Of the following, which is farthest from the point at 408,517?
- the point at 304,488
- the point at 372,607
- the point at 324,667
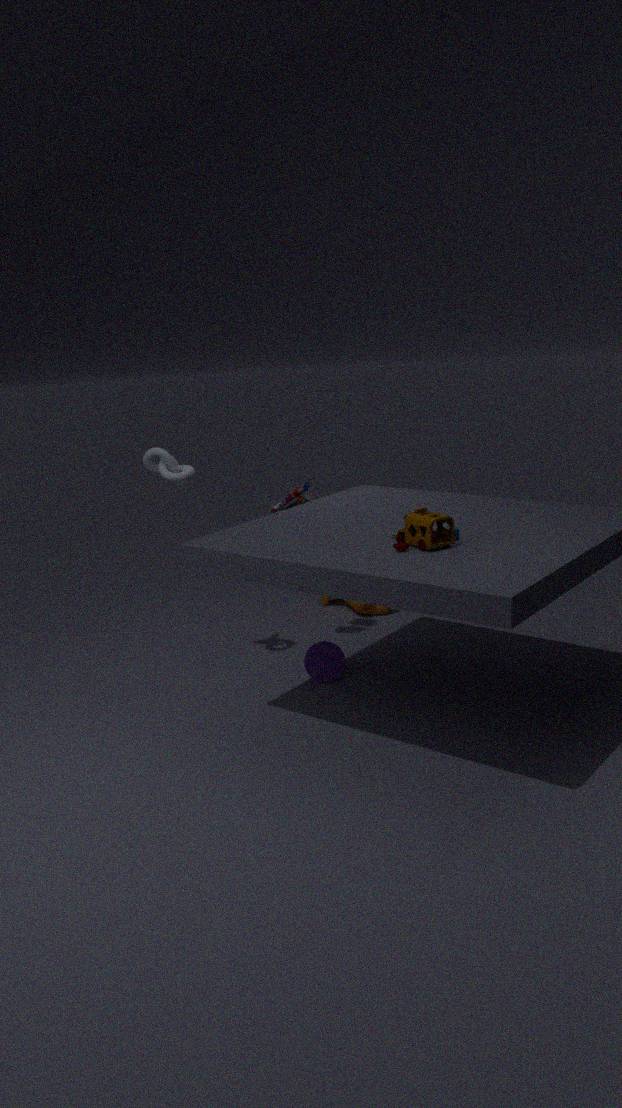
the point at 372,607
